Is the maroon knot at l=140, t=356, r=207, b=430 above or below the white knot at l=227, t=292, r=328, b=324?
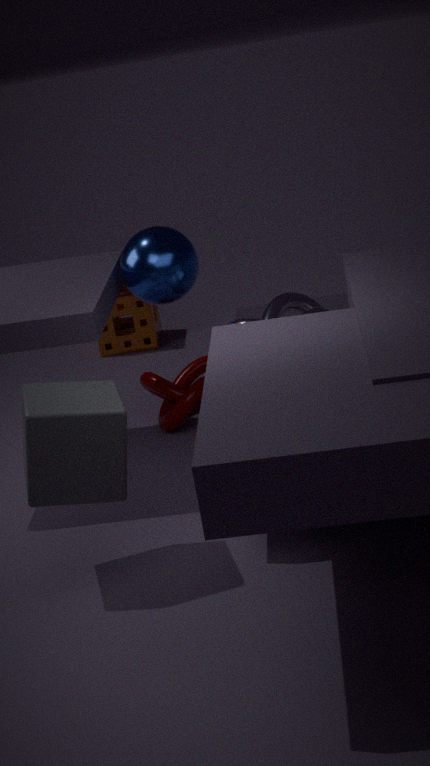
below
